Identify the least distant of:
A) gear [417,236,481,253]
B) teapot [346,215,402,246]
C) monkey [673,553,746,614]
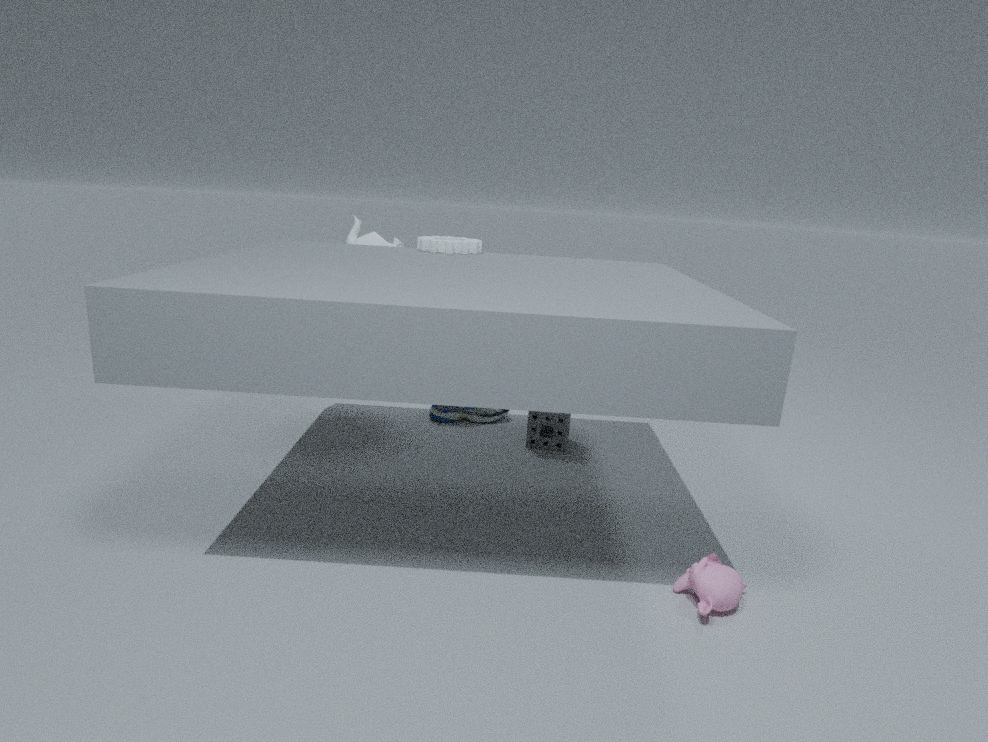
monkey [673,553,746,614]
